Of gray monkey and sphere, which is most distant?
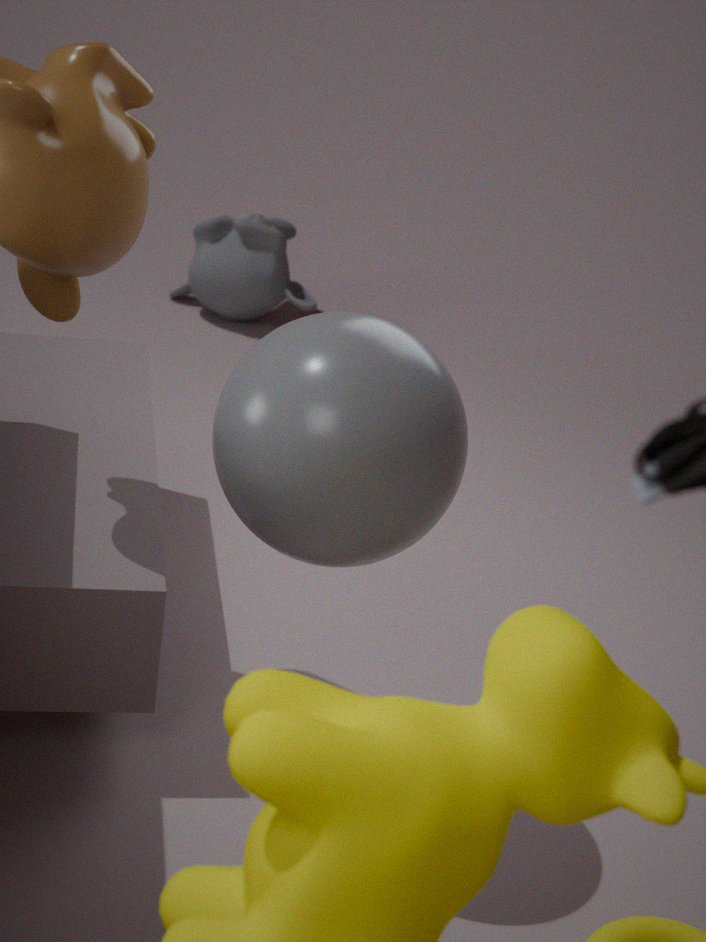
gray monkey
